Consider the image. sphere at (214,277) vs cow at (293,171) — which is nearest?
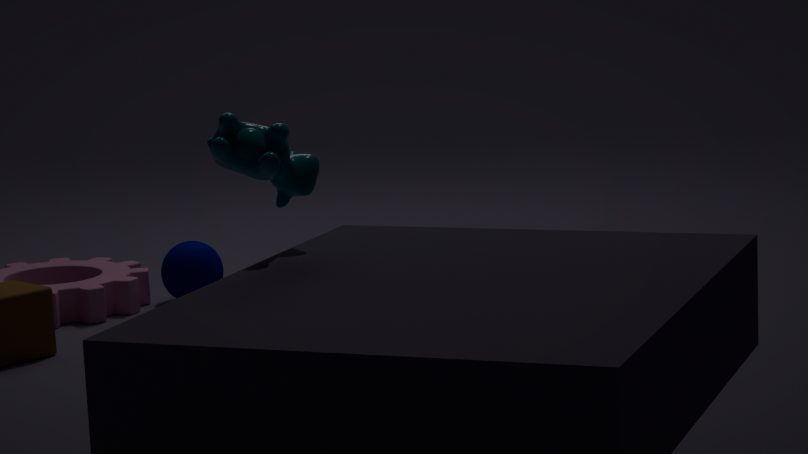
cow at (293,171)
